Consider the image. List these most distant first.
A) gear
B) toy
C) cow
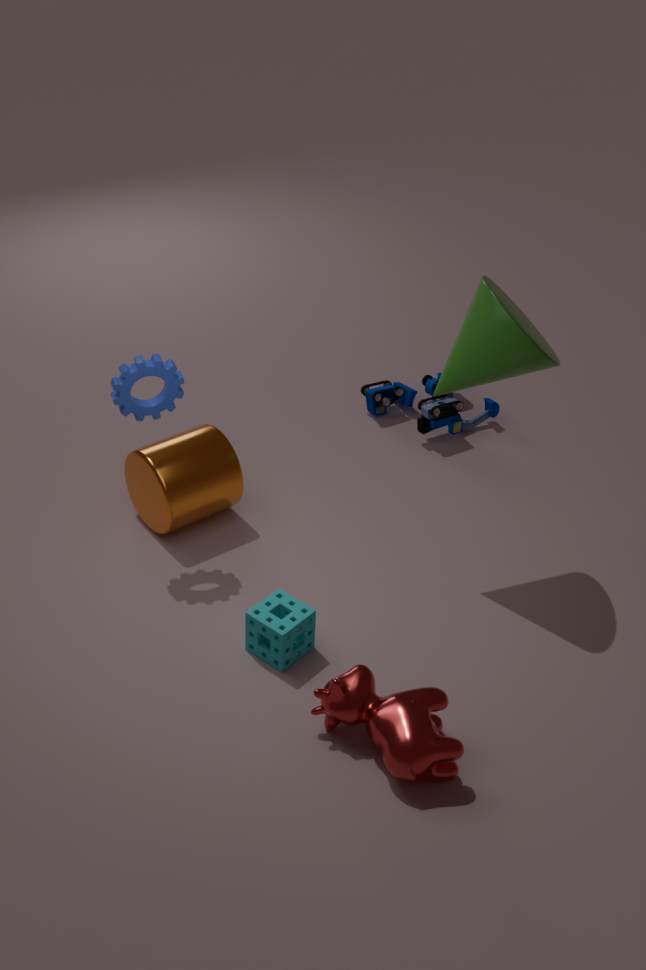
1. toy
2. gear
3. cow
